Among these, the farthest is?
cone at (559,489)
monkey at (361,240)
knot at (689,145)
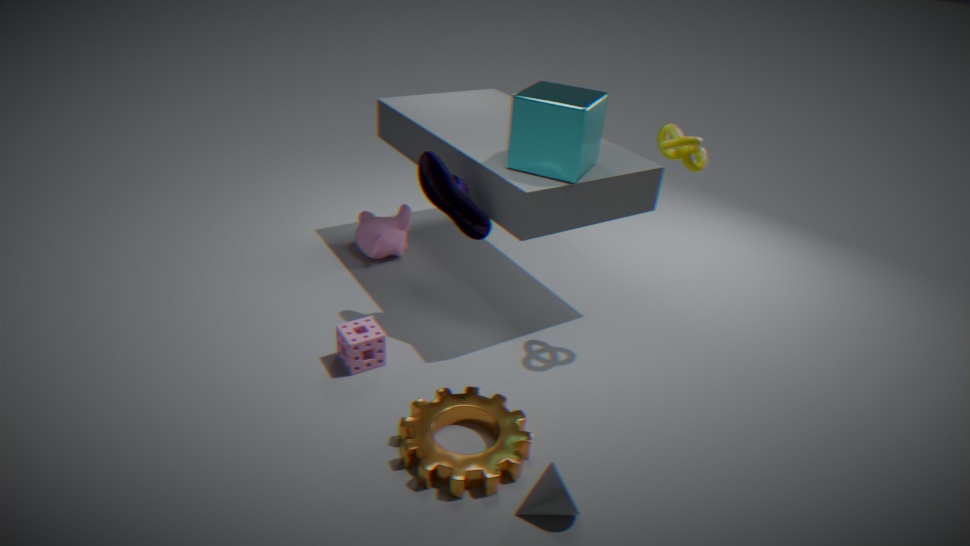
monkey at (361,240)
